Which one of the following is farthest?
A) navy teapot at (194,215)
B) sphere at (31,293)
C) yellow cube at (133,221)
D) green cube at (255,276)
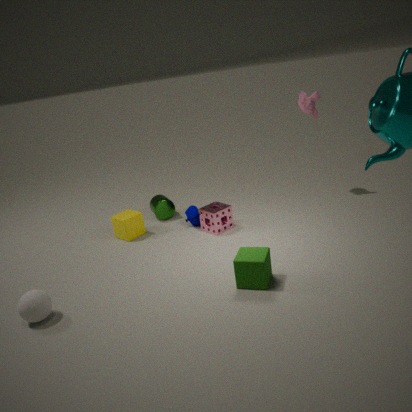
navy teapot at (194,215)
